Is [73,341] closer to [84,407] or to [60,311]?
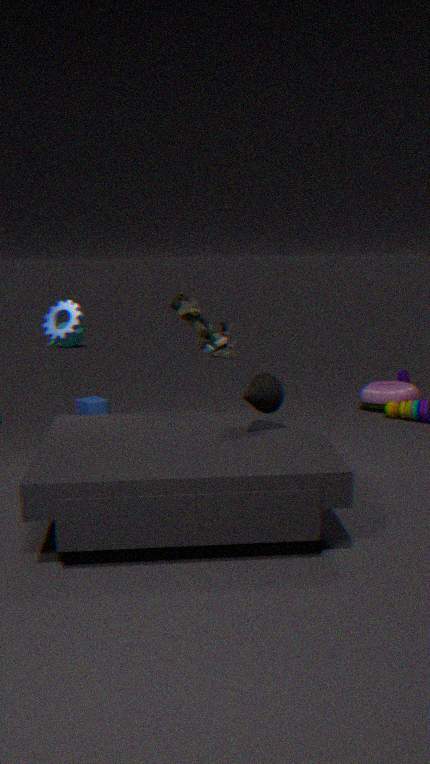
[84,407]
